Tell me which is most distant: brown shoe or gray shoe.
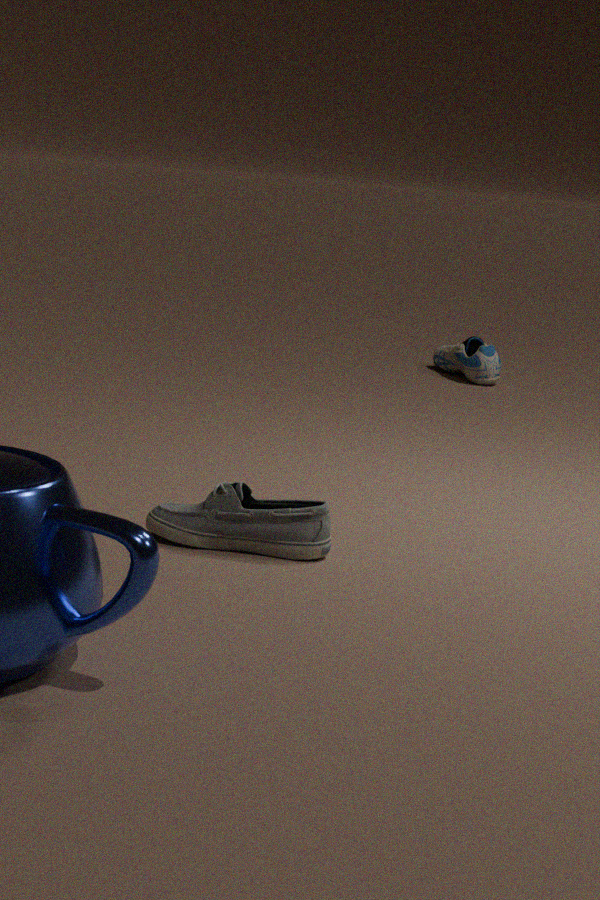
gray shoe
